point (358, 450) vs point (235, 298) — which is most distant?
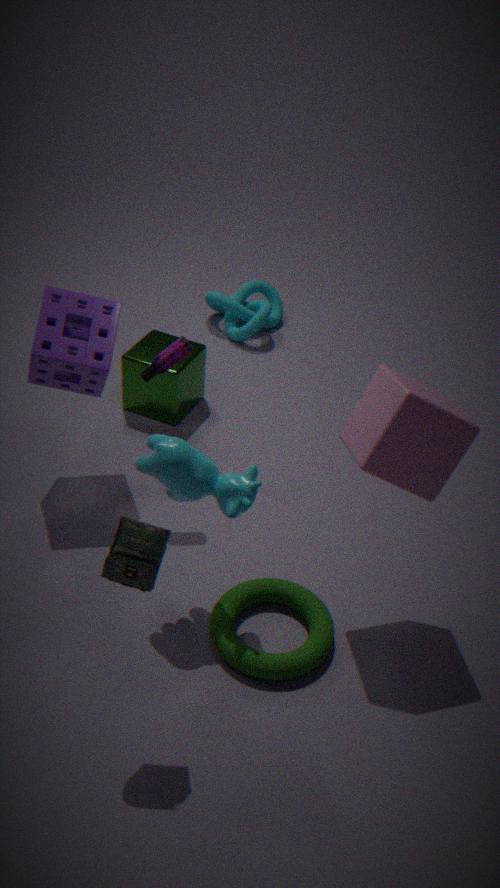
point (235, 298)
